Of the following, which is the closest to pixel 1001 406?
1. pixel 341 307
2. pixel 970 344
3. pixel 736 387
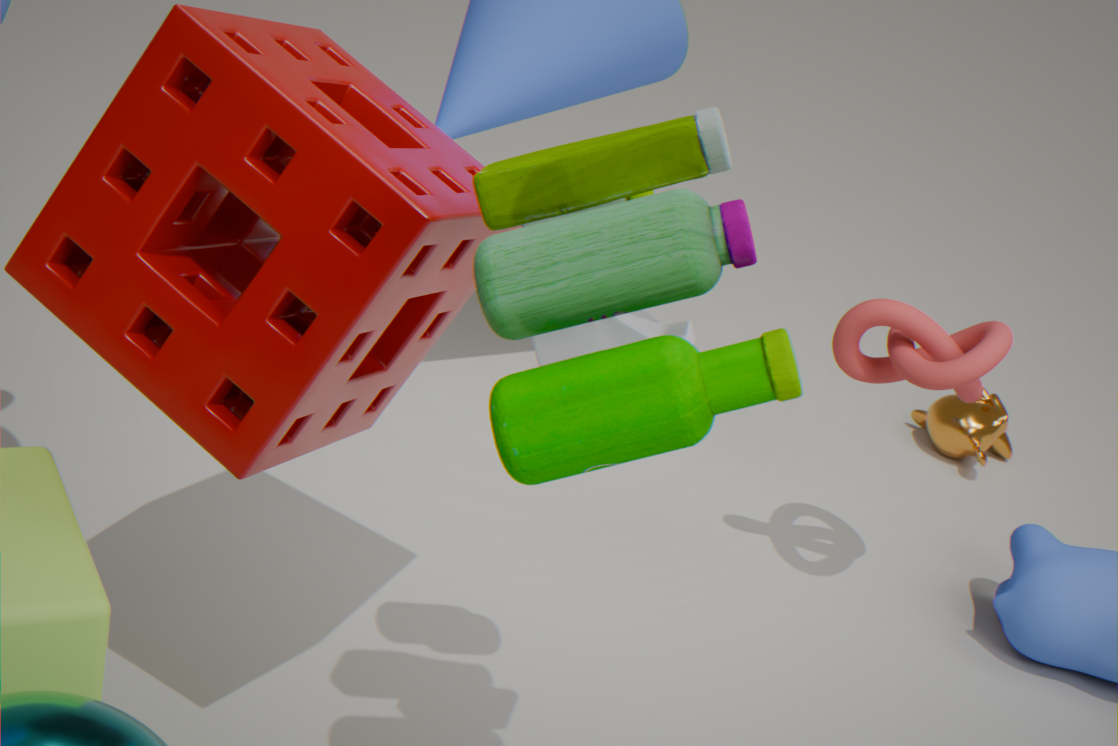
pixel 970 344
